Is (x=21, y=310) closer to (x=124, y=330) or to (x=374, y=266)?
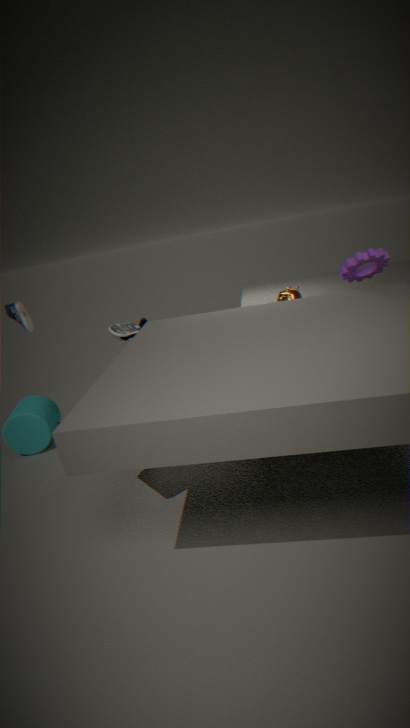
(x=124, y=330)
